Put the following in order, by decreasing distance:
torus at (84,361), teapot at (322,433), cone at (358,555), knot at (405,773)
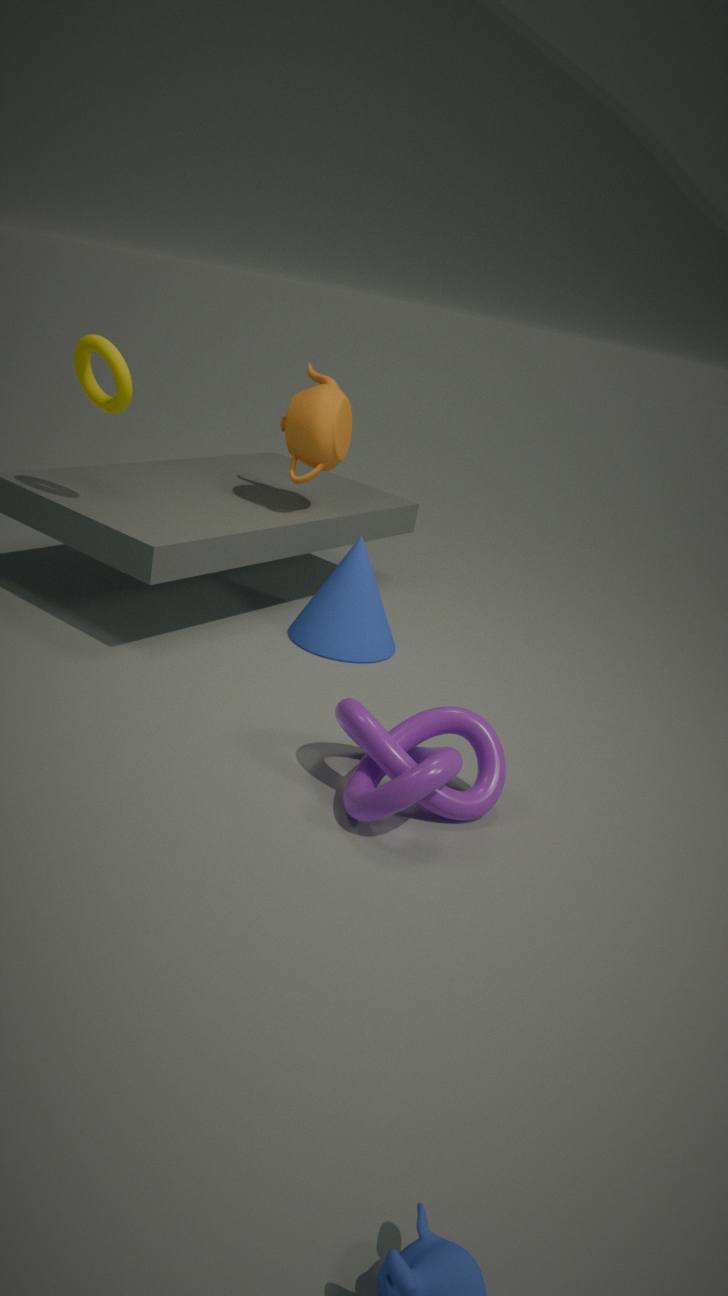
cone at (358,555) < teapot at (322,433) < torus at (84,361) < knot at (405,773)
